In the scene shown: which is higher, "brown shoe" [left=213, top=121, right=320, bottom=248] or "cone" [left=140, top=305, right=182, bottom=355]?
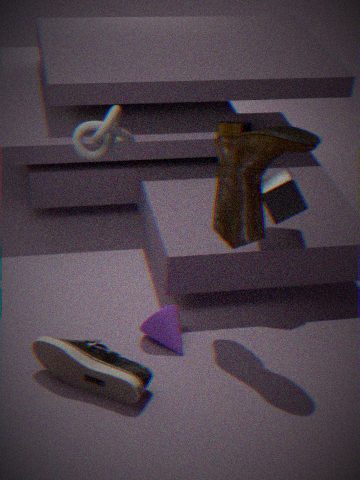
"brown shoe" [left=213, top=121, right=320, bottom=248]
